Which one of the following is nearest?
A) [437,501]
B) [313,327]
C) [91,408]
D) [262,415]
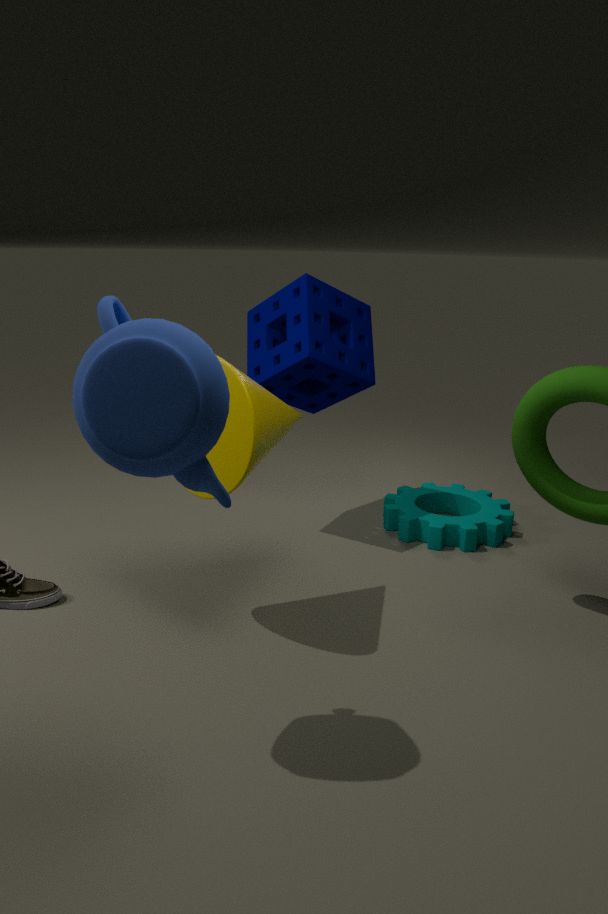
[91,408]
